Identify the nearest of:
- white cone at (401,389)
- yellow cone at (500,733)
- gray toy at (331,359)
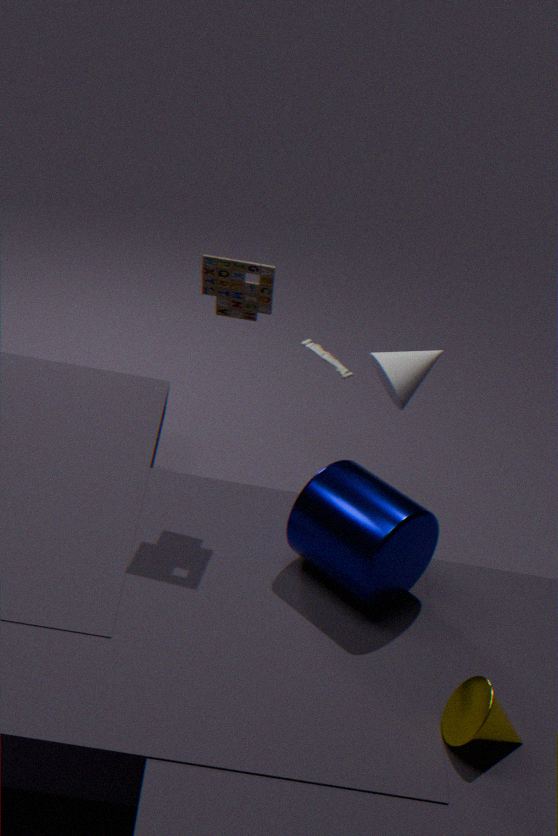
yellow cone at (500,733)
